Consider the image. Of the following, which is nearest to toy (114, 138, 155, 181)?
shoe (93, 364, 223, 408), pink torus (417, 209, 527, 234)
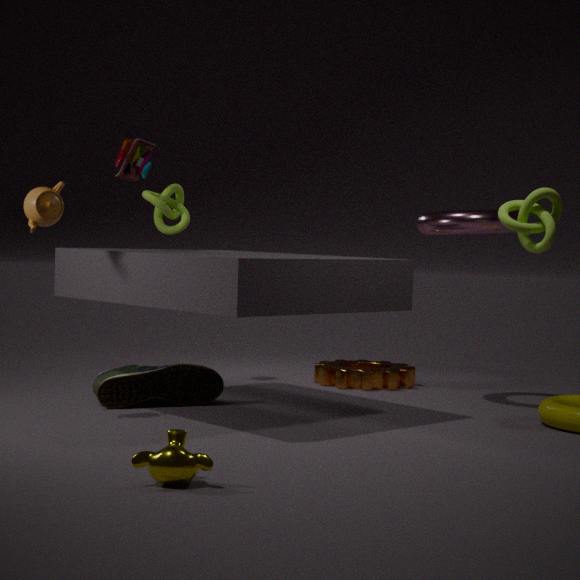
shoe (93, 364, 223, 408)
